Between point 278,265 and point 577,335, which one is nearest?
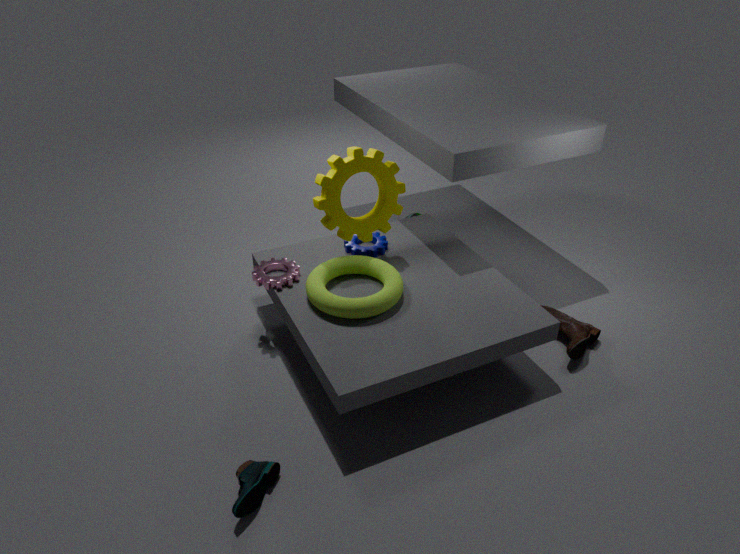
point 577,335
